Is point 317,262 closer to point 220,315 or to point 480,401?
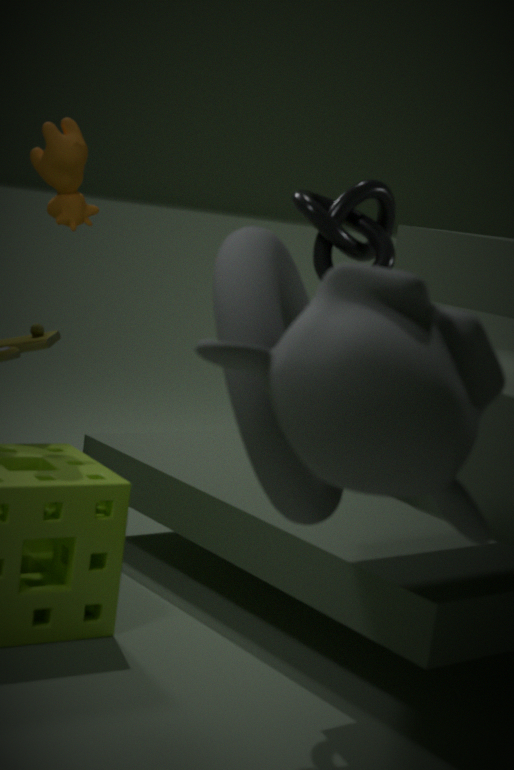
point 220,315
